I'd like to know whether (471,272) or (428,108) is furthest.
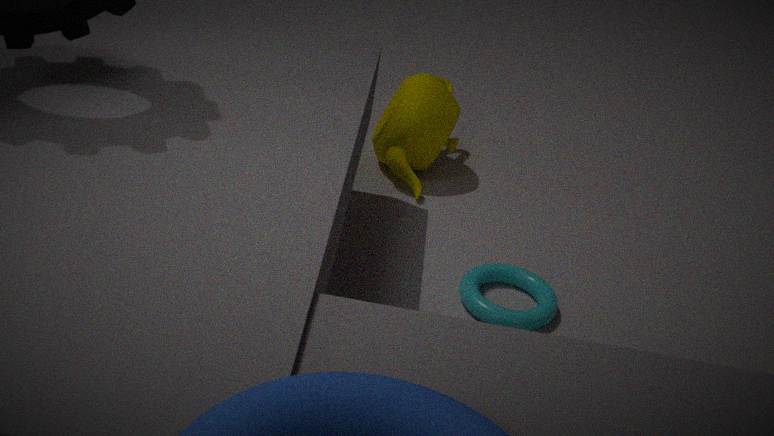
(428,108)
